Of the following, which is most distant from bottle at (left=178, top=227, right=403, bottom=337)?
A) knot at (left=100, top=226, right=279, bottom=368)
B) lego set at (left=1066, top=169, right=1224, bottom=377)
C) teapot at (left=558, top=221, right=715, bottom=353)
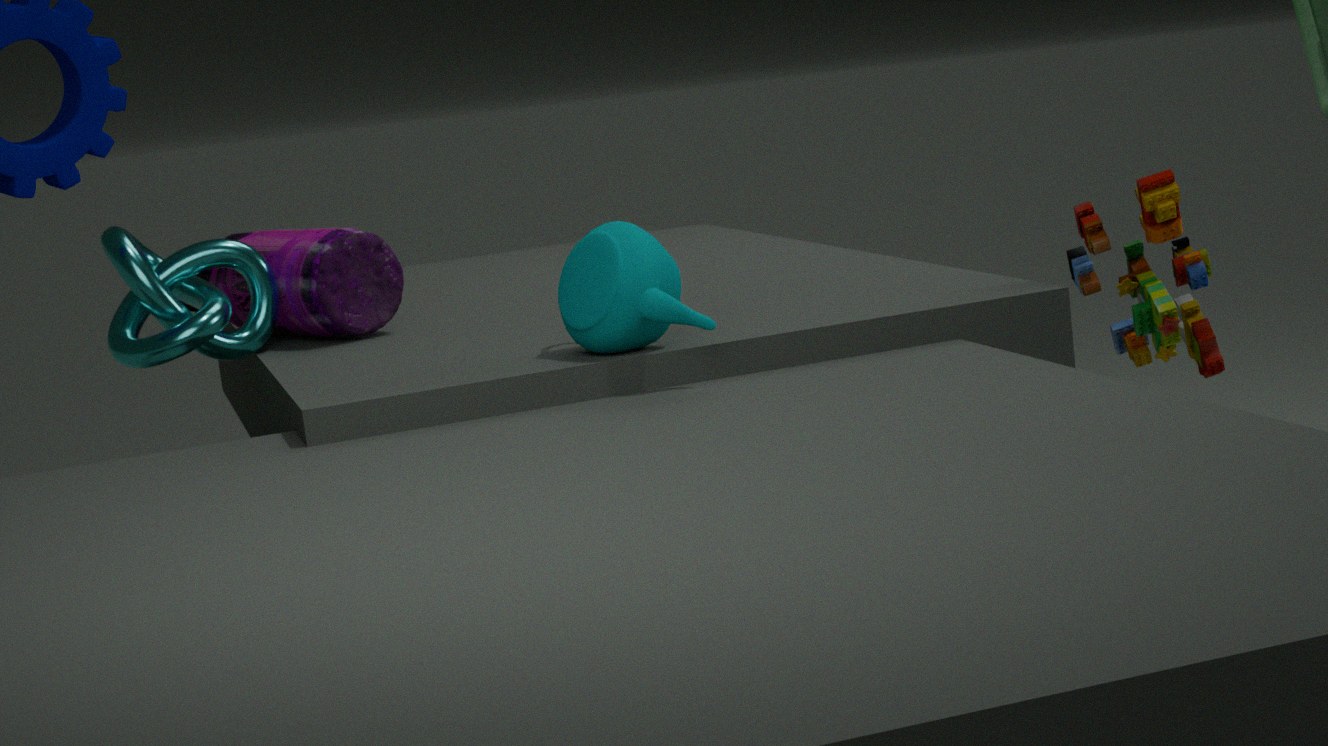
lego set at (left=1066, top=169, right=1224, bottom=377)
